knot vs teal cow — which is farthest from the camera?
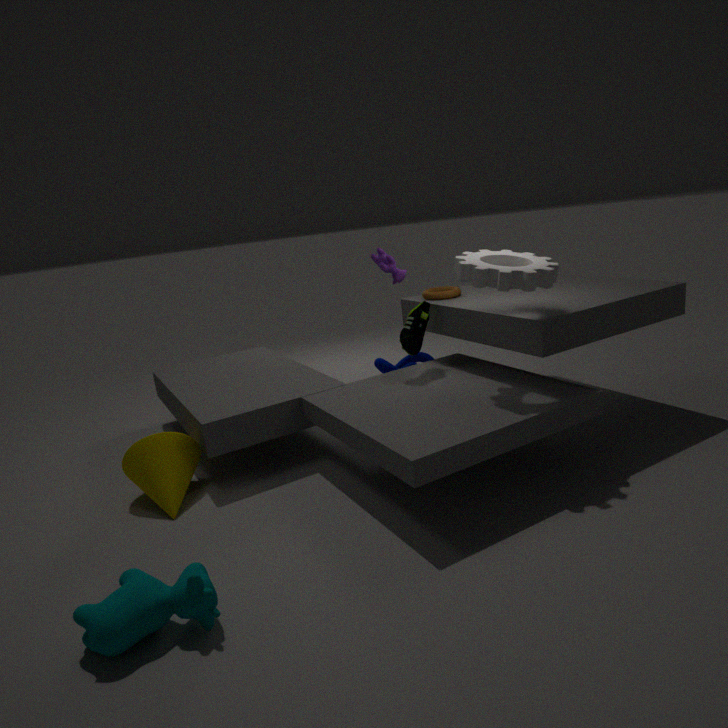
knot
